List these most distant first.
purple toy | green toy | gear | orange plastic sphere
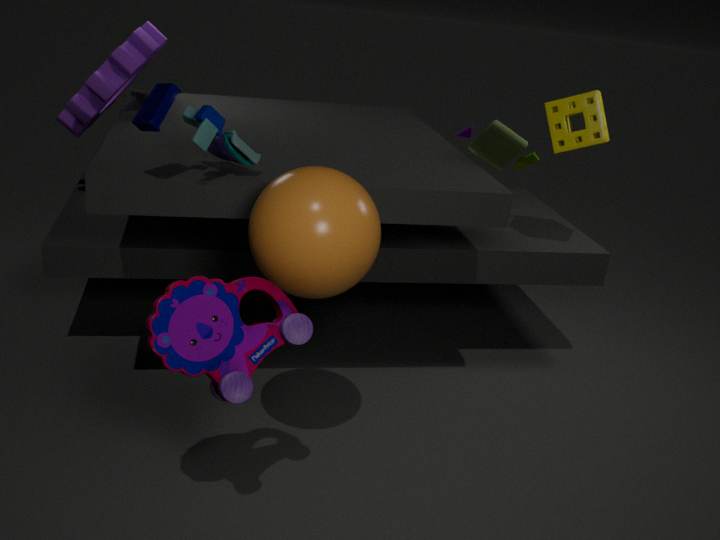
green toy → gear → orange plastic sphere → purple toy
